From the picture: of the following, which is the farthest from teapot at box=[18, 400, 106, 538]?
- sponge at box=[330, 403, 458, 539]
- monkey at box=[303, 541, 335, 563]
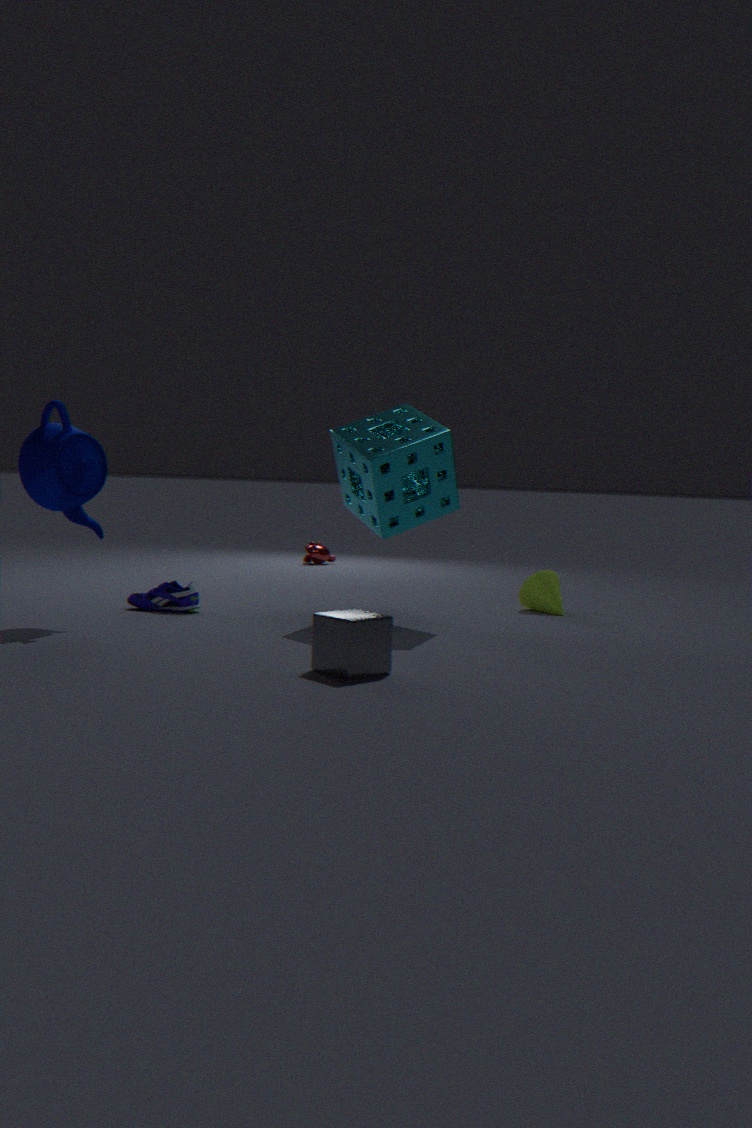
monkey at box=[303, 541, 335, 563]
